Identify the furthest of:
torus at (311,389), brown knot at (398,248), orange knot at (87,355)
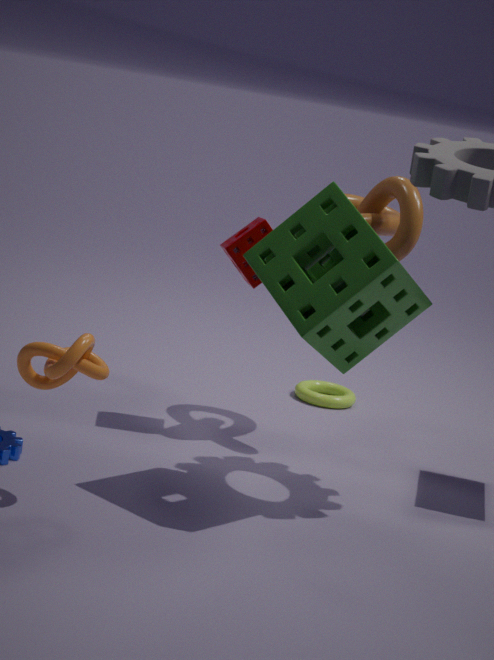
torus at (311,389)
